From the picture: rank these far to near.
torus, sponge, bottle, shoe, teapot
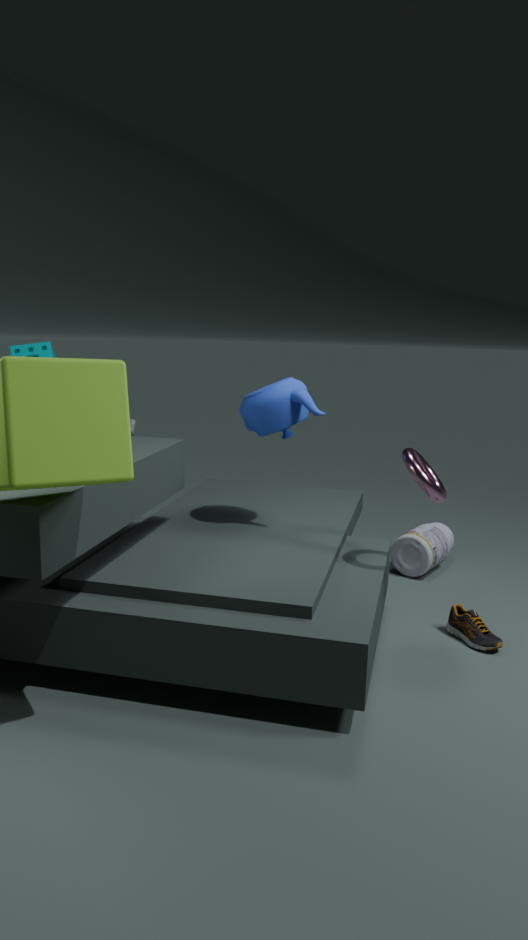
bottle, sponge, teapot, shoe, torus
